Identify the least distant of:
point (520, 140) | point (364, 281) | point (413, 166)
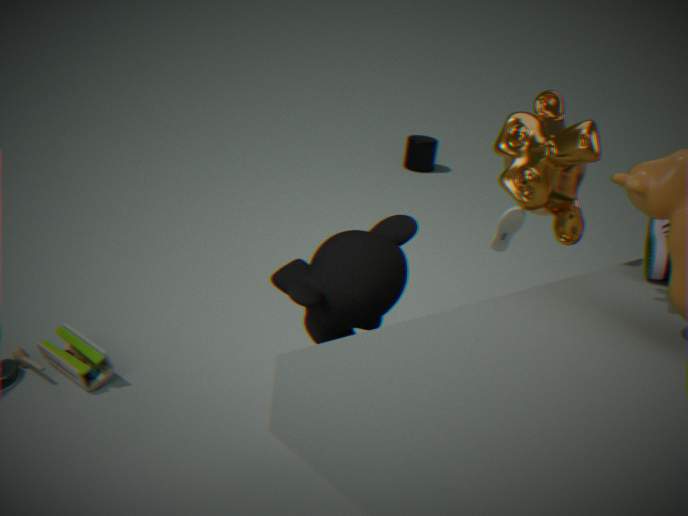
point (364, 281)
